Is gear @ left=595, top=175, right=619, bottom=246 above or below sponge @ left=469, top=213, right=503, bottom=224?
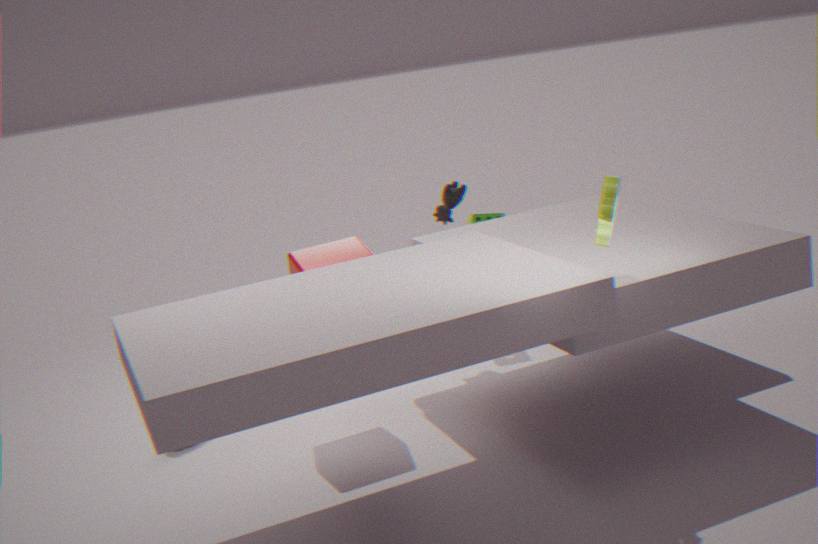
above
